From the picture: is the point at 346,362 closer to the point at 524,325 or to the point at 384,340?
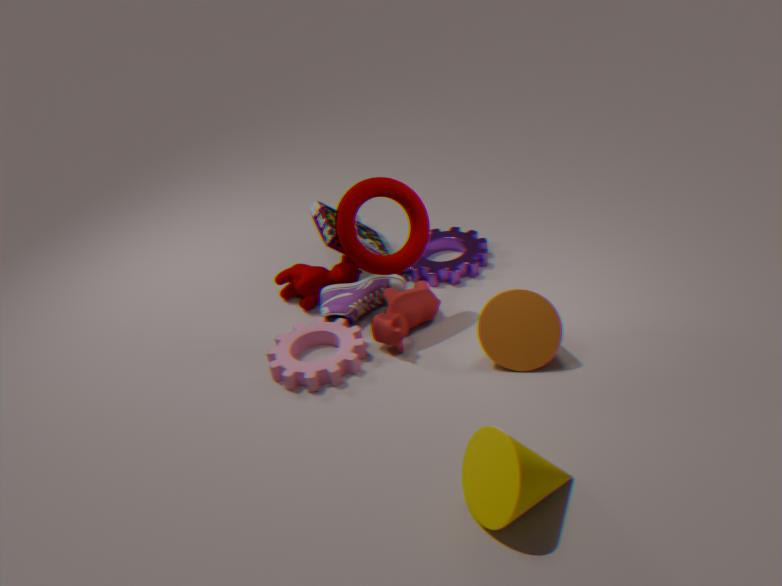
the point at 384,340
